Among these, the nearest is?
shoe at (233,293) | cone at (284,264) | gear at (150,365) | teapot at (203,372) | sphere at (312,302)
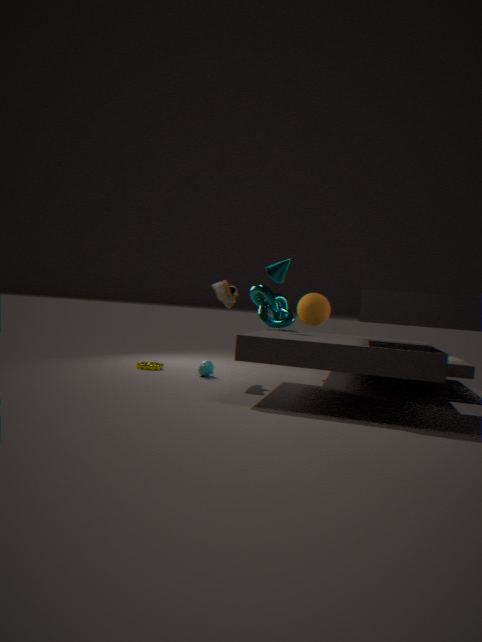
cone at (284,264)
